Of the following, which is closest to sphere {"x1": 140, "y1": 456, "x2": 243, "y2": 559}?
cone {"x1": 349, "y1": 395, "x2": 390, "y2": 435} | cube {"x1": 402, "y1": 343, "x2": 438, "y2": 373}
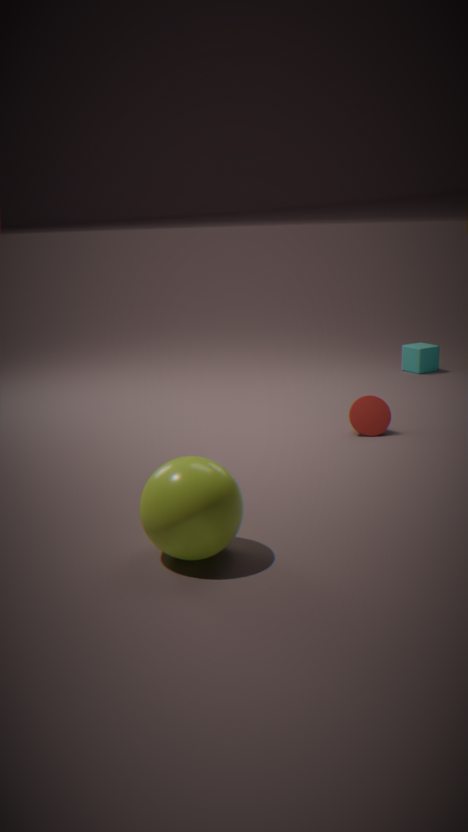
cone {"x1": 349, "y1": 395, "x2": 390, "y2": 435}
